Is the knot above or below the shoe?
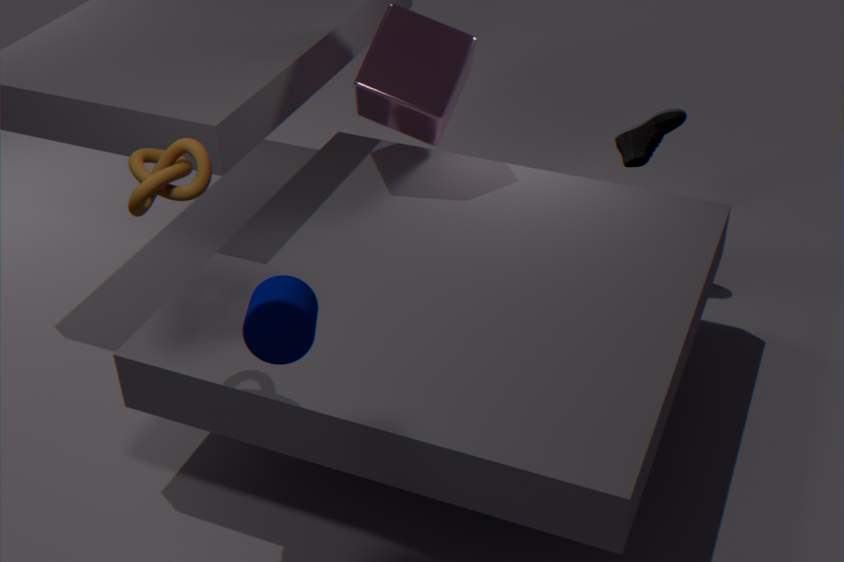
above
